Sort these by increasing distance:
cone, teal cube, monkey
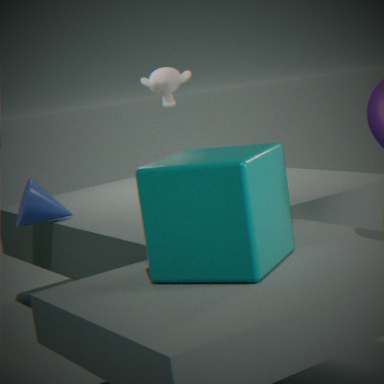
teal cube < cone < monkey
